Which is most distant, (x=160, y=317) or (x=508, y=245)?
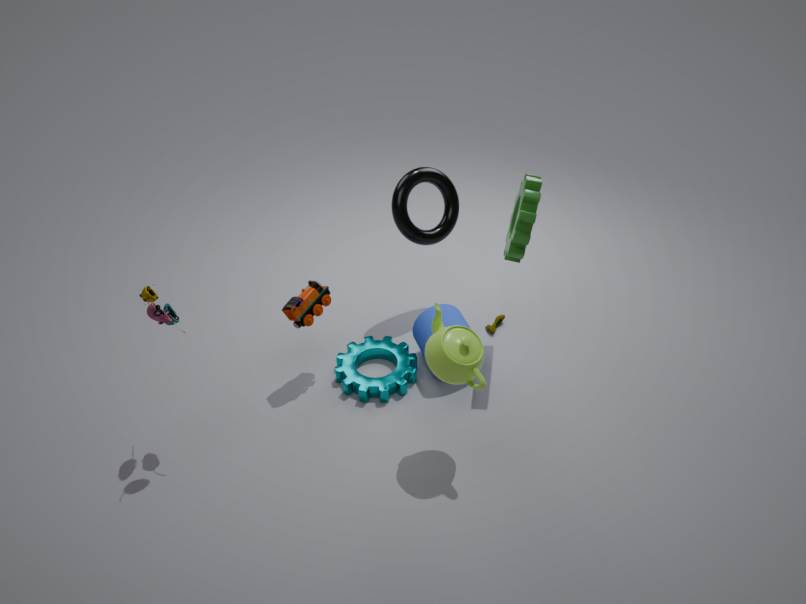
(x=508, y=245)
